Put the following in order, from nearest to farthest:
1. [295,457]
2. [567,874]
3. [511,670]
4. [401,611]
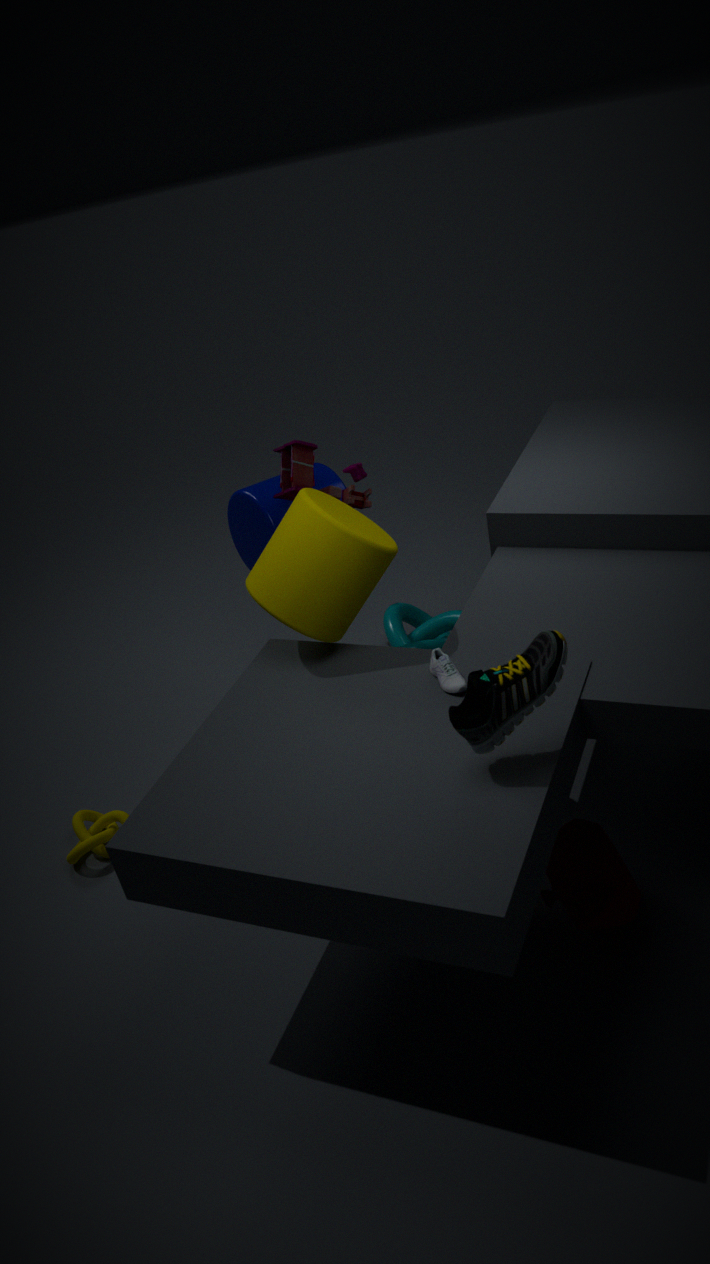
[511,670]
[567,874]
[295,457]
[401,611]
